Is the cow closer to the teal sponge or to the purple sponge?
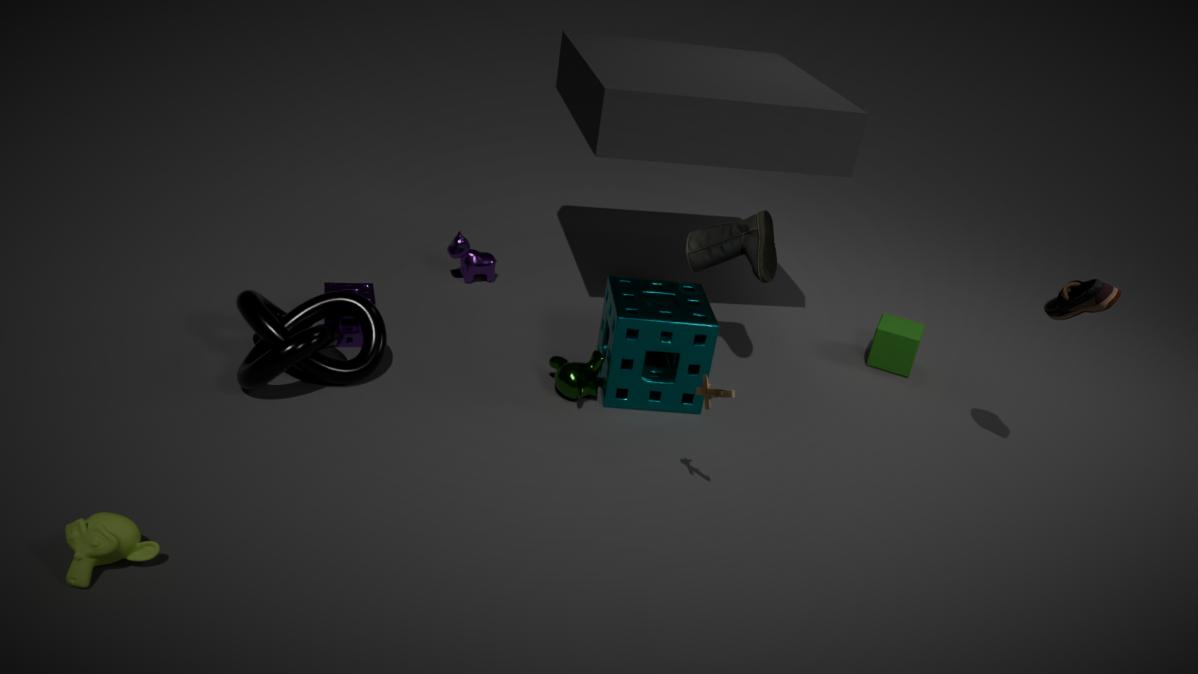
the purple sponge
